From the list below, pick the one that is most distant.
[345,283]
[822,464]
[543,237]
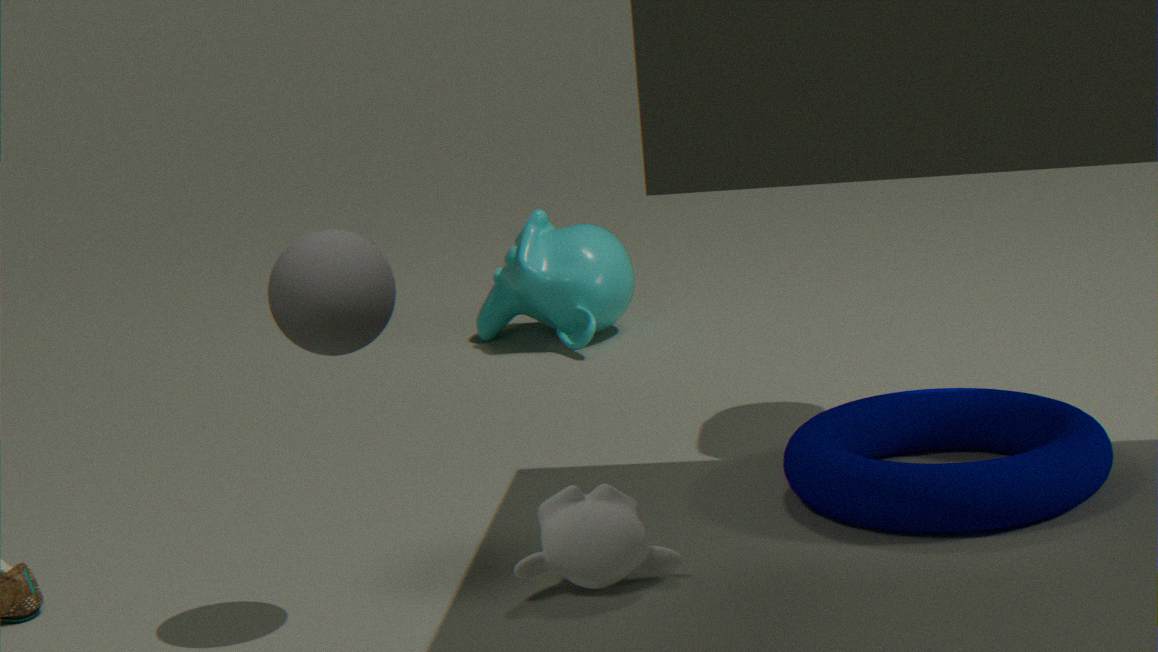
[543,237]
